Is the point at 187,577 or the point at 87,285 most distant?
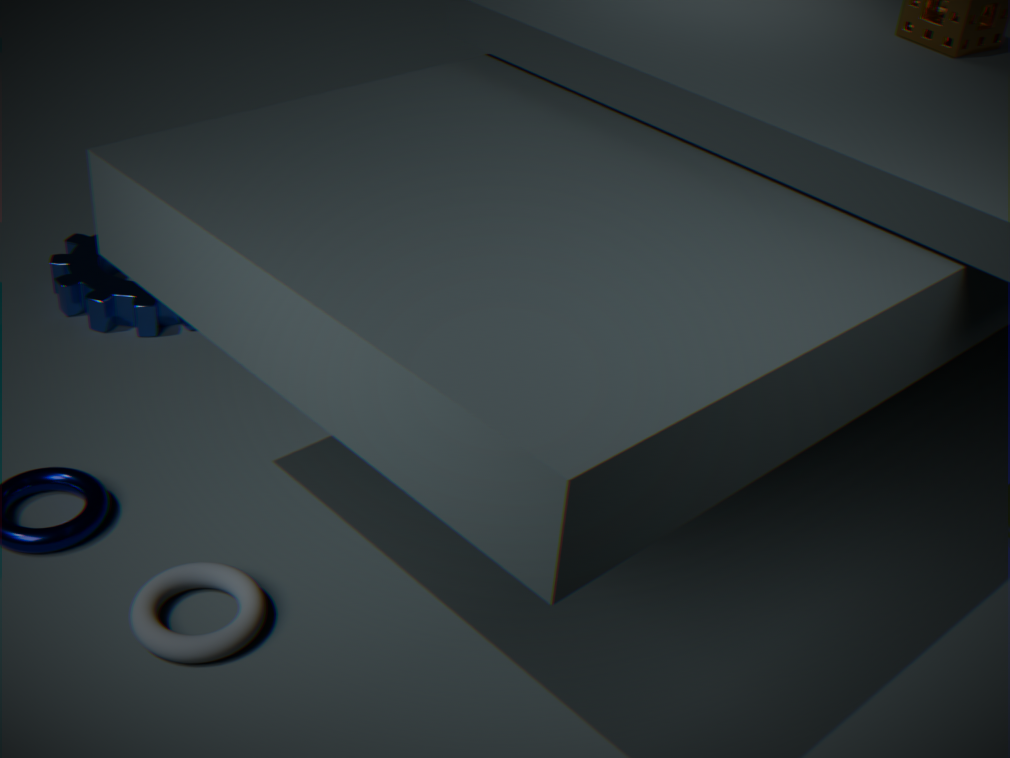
the point at 87,285
